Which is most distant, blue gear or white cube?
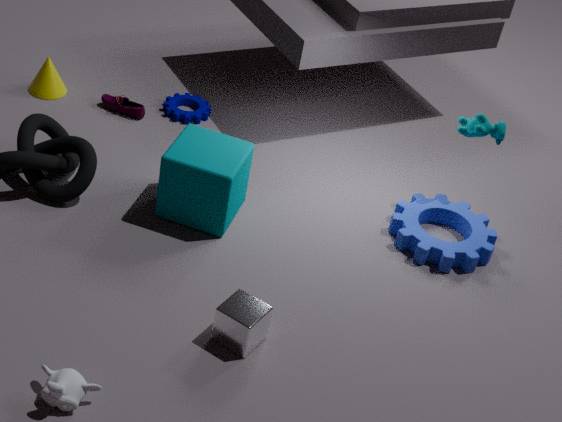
blue gear
